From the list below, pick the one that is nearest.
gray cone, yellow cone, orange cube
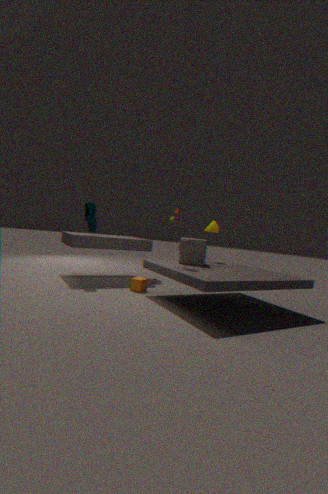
gray cone
